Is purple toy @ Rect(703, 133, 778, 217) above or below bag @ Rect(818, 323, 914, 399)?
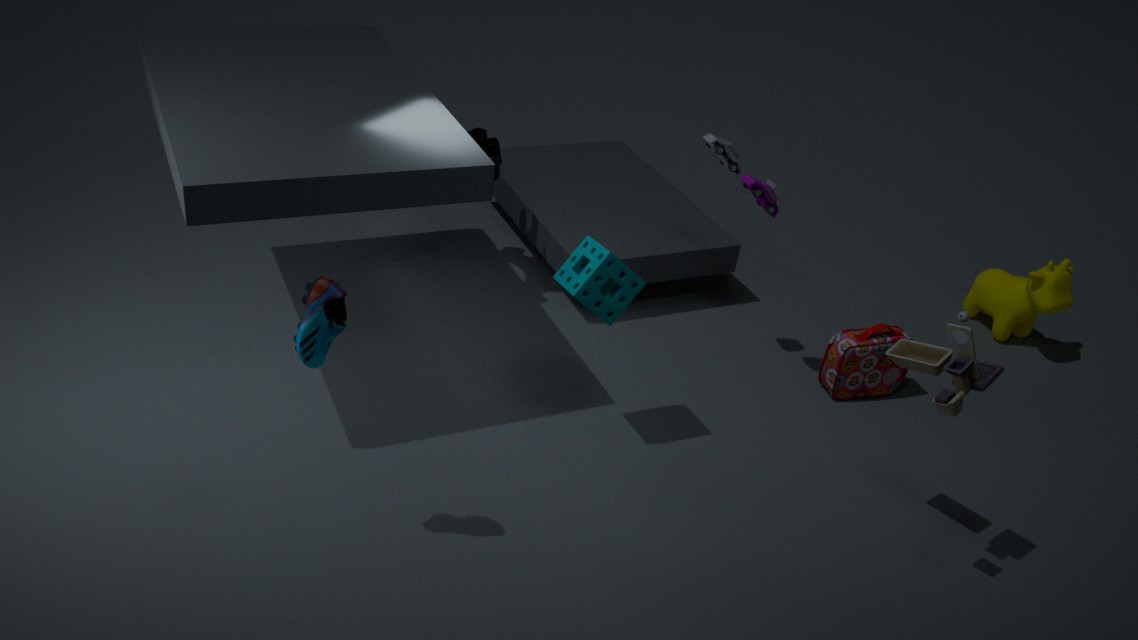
above
